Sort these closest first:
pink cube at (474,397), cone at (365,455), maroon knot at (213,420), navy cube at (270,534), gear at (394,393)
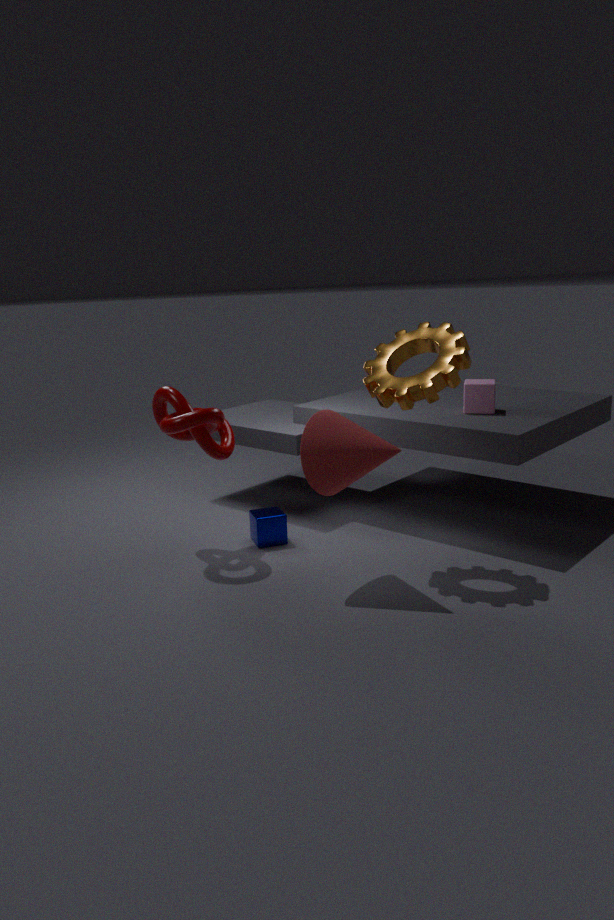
cone at (365,455) < gear at (394,393) < maroon knot at (213,420) < navy cube at (270,534) < pink cube at (474,397)
